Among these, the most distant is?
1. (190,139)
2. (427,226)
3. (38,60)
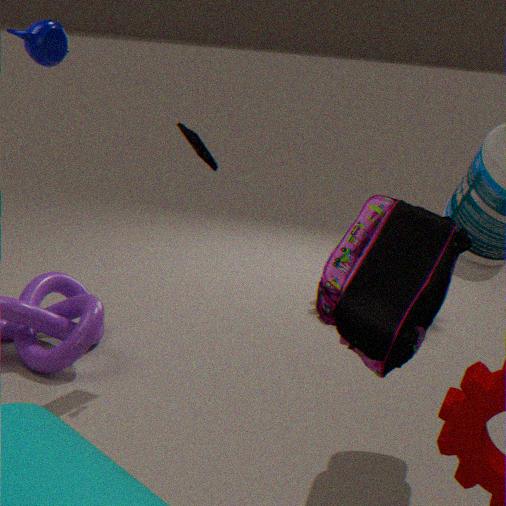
(38,60)
